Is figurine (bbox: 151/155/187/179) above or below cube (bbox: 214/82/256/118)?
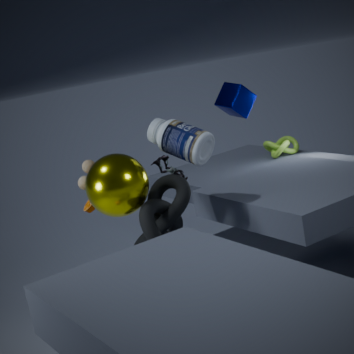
below
